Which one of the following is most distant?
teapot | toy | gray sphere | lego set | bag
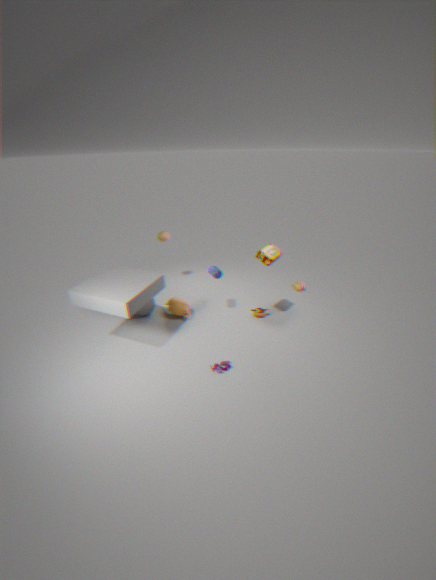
gray sphere
